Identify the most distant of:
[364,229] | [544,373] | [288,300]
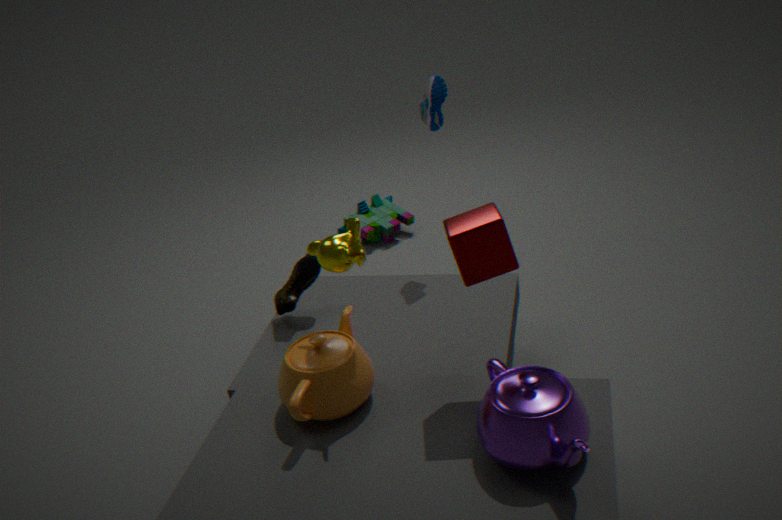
[364,229]
